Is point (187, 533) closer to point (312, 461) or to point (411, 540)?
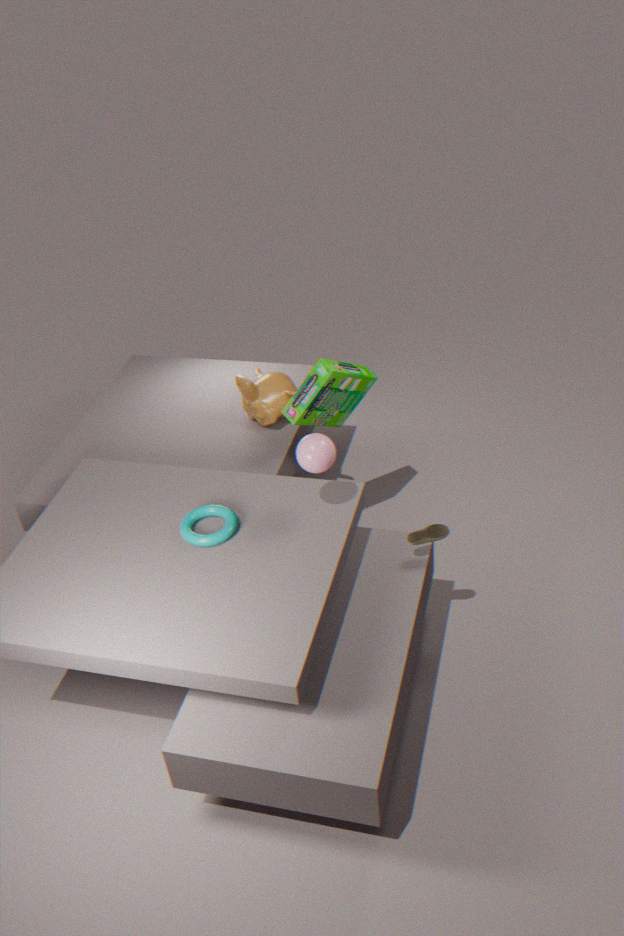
Answer: point (312, 461)
